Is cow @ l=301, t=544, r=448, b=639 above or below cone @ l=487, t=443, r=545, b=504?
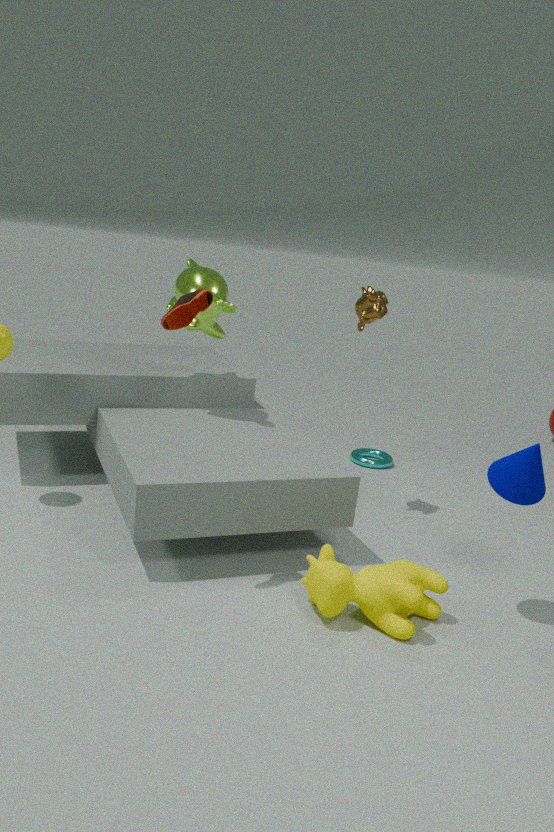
below
